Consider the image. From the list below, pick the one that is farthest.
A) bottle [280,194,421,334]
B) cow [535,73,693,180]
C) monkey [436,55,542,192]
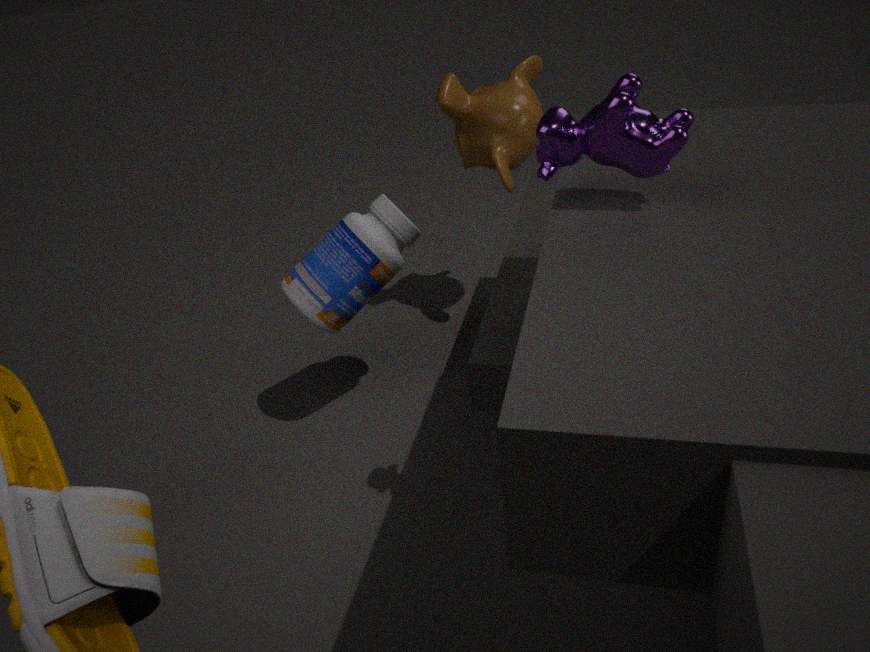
monkey [436,55,542,192]
